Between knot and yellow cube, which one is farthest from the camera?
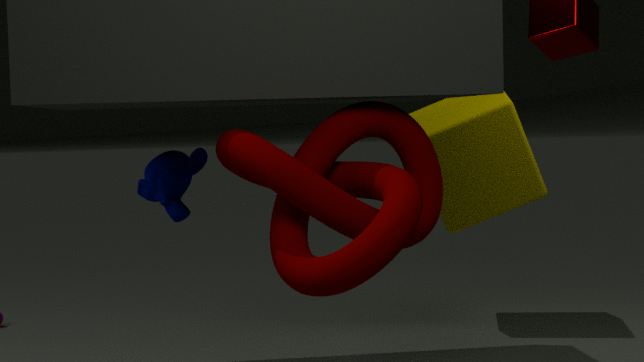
yellow cube
